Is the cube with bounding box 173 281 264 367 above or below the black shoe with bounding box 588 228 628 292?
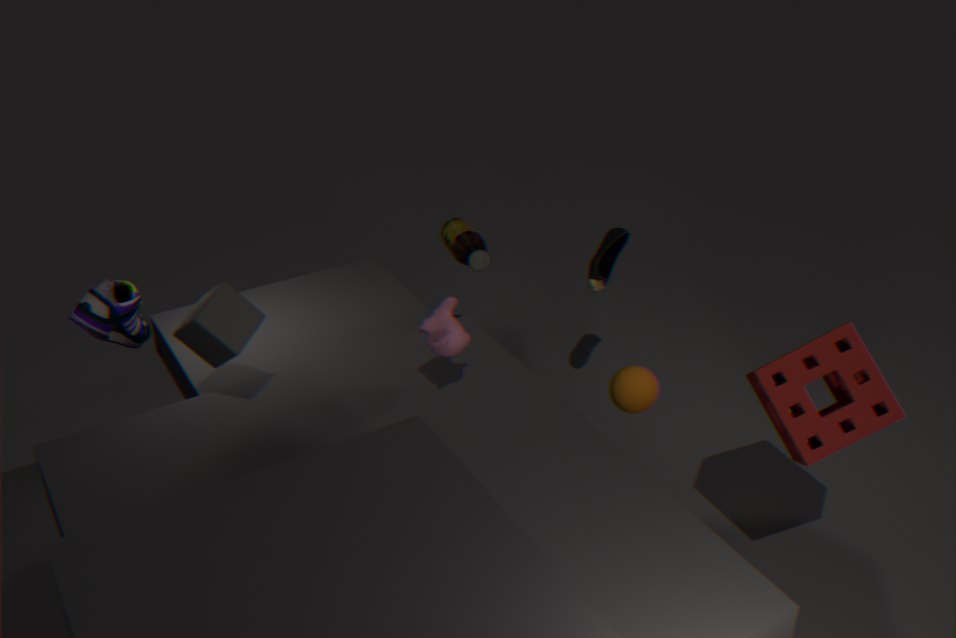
above
